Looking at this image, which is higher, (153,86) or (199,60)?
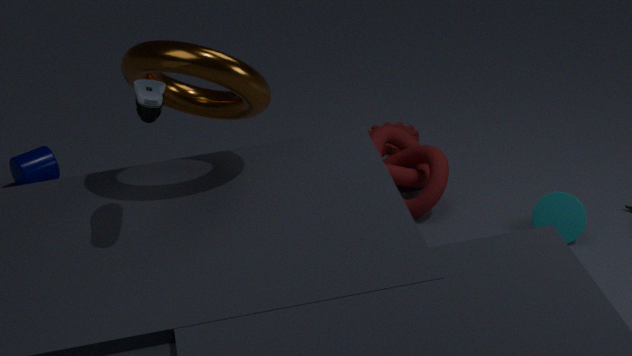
(153,86)
